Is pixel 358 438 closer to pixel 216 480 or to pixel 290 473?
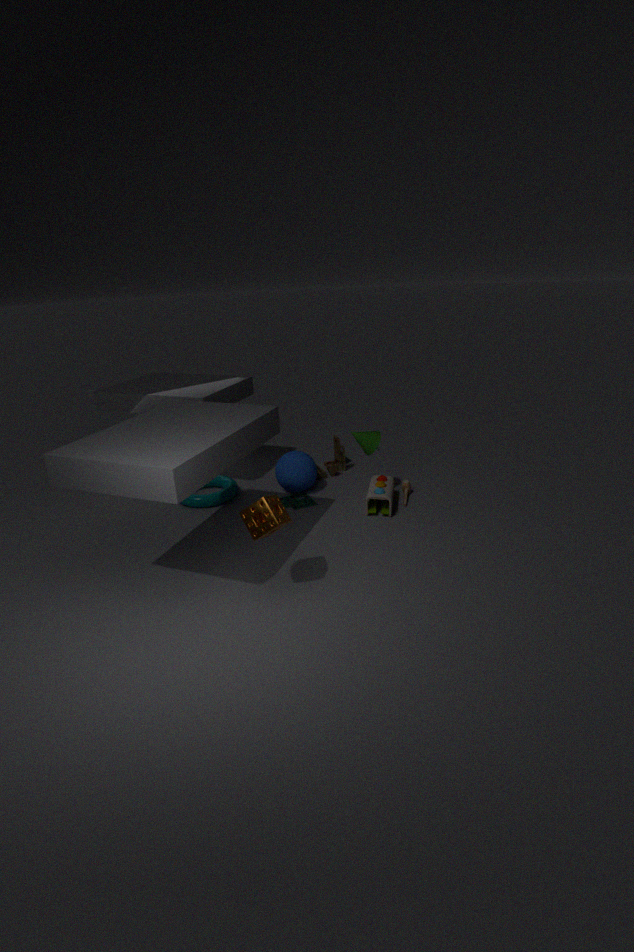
pixel 290 473
